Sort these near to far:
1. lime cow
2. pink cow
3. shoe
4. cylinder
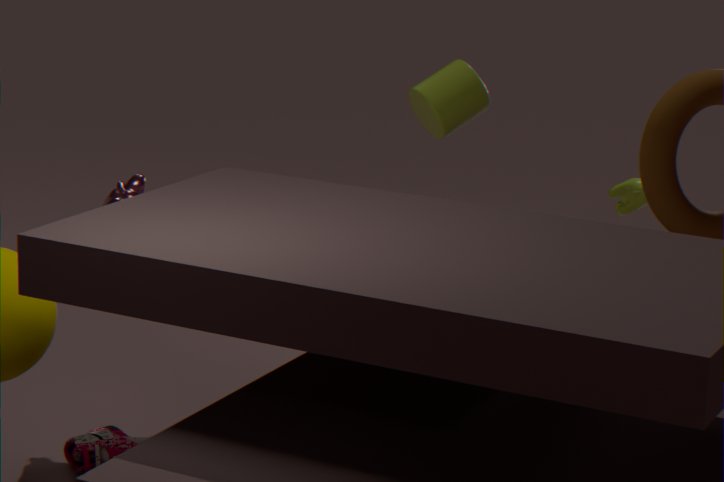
1. shoe
2. pink cow
3. cylinder
4. lime cow
